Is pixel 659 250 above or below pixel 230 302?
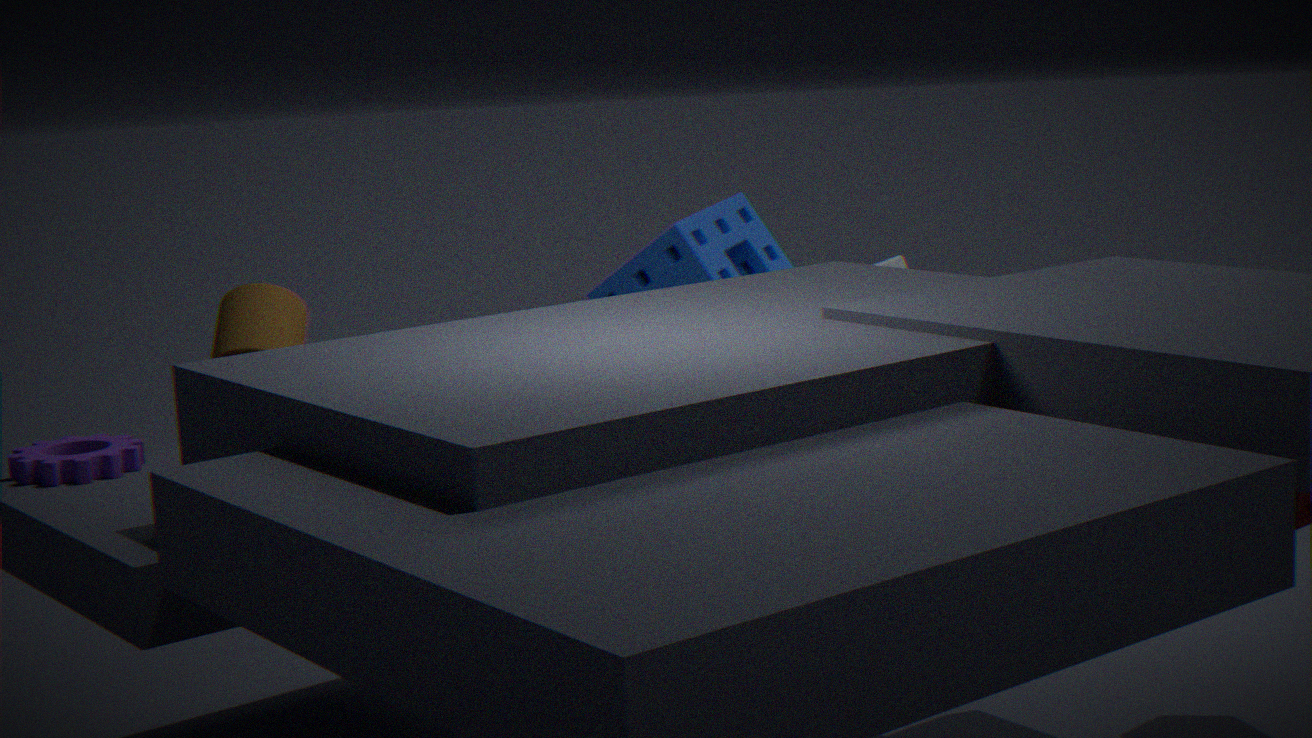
below
